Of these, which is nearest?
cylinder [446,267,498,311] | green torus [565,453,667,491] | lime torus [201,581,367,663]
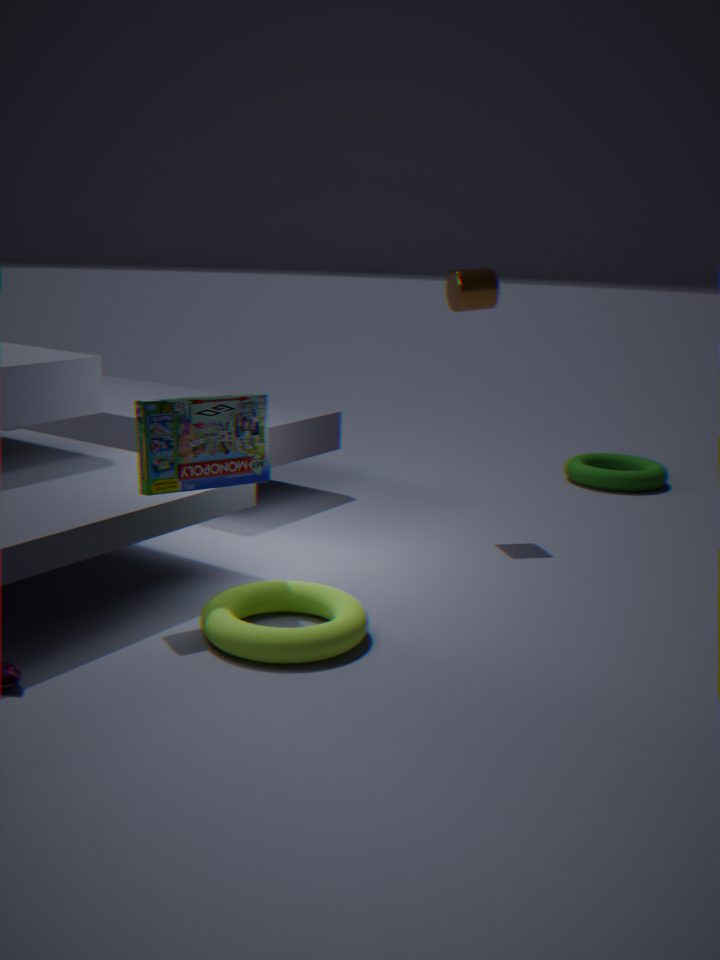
lime torus [201,581,367,663]
